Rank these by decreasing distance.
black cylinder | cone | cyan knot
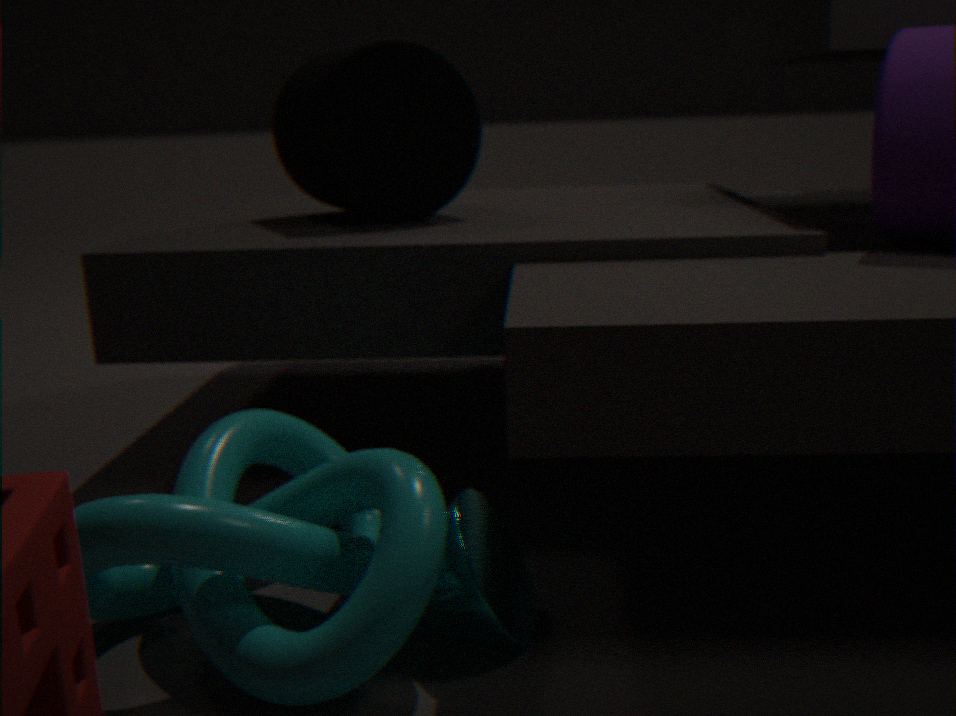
black cylinder → cone → cyan knot
